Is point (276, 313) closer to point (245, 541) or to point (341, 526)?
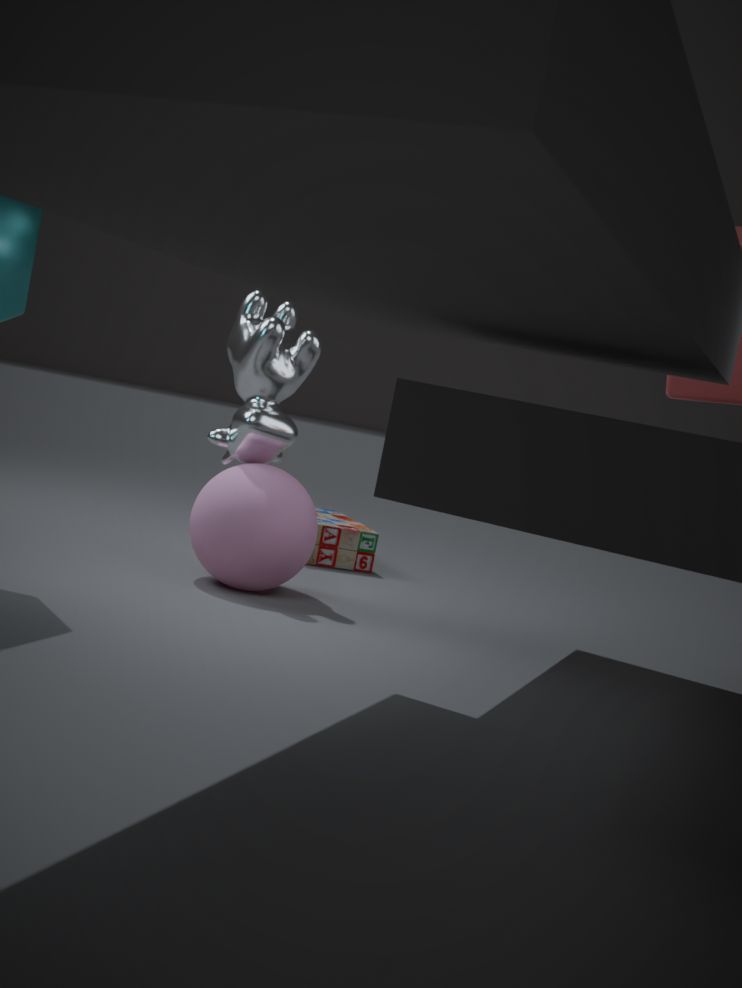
point (245, 541)
